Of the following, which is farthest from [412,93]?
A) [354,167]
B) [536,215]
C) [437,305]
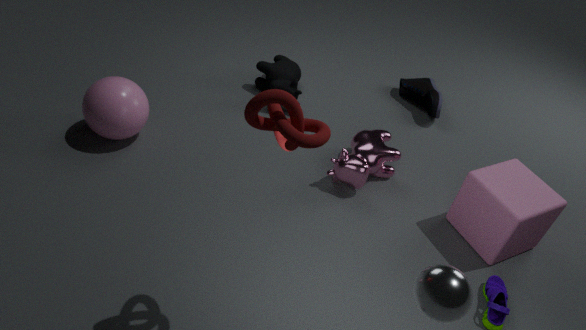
[437,305]
